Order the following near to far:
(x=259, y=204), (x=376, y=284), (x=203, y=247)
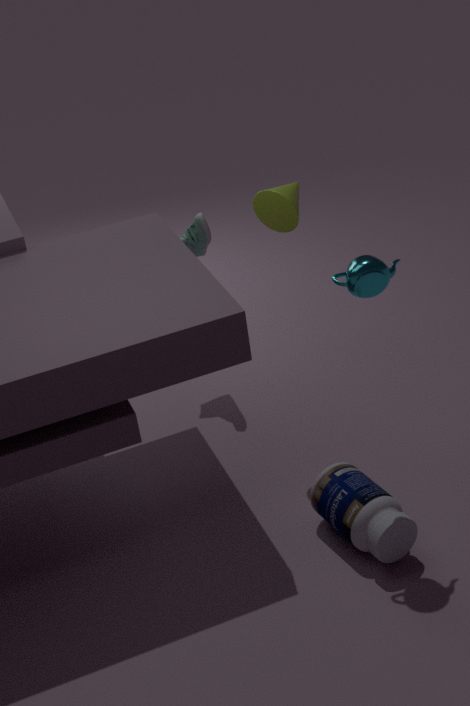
1. (x=376, y=284)
2. (x=259, y=204)
3. (x=203, y=247)
